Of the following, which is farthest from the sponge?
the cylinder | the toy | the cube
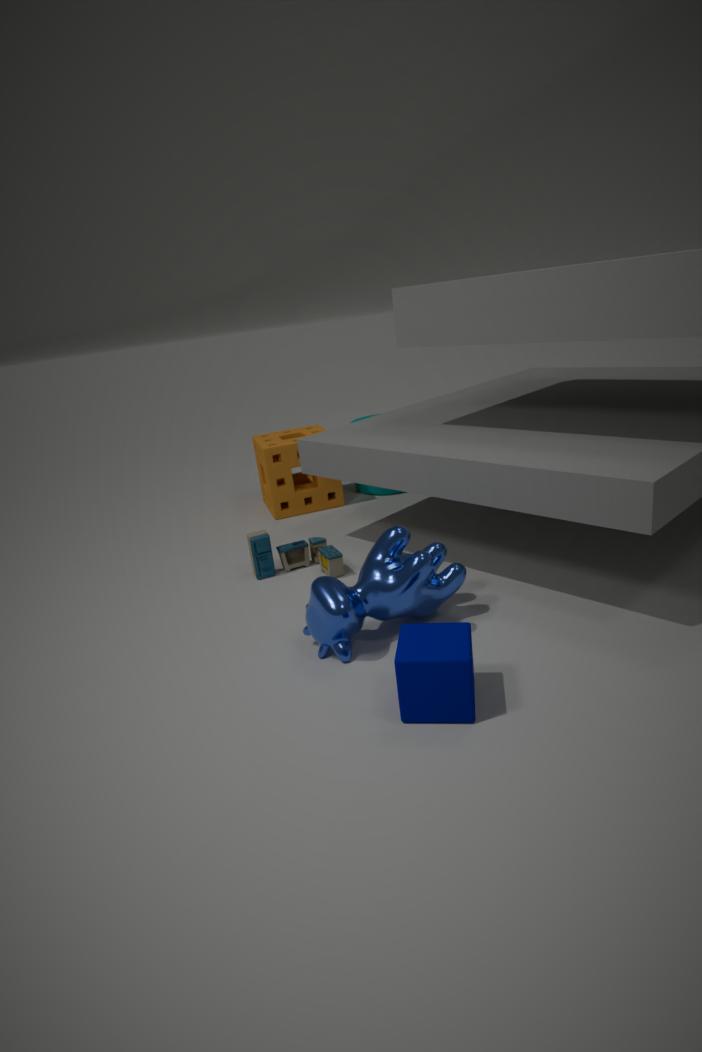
the cube
